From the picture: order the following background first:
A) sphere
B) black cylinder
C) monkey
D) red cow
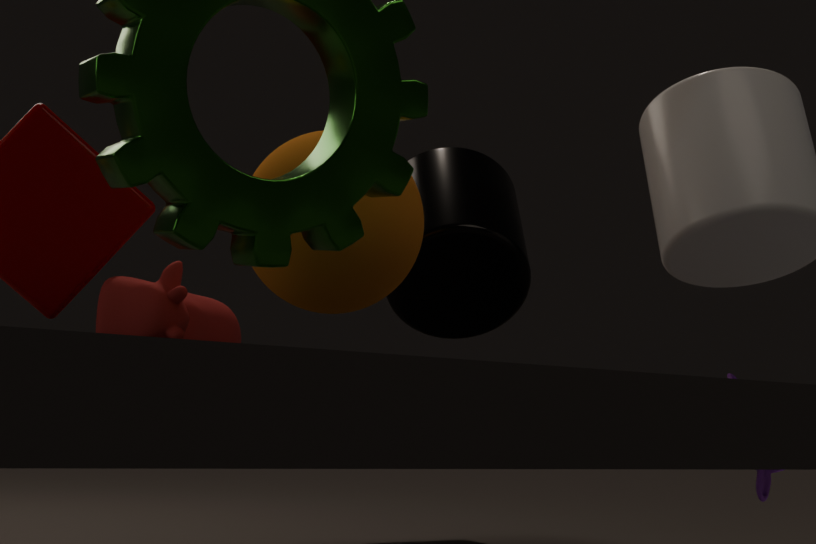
black cylinder
red cow
monkey
sphere
